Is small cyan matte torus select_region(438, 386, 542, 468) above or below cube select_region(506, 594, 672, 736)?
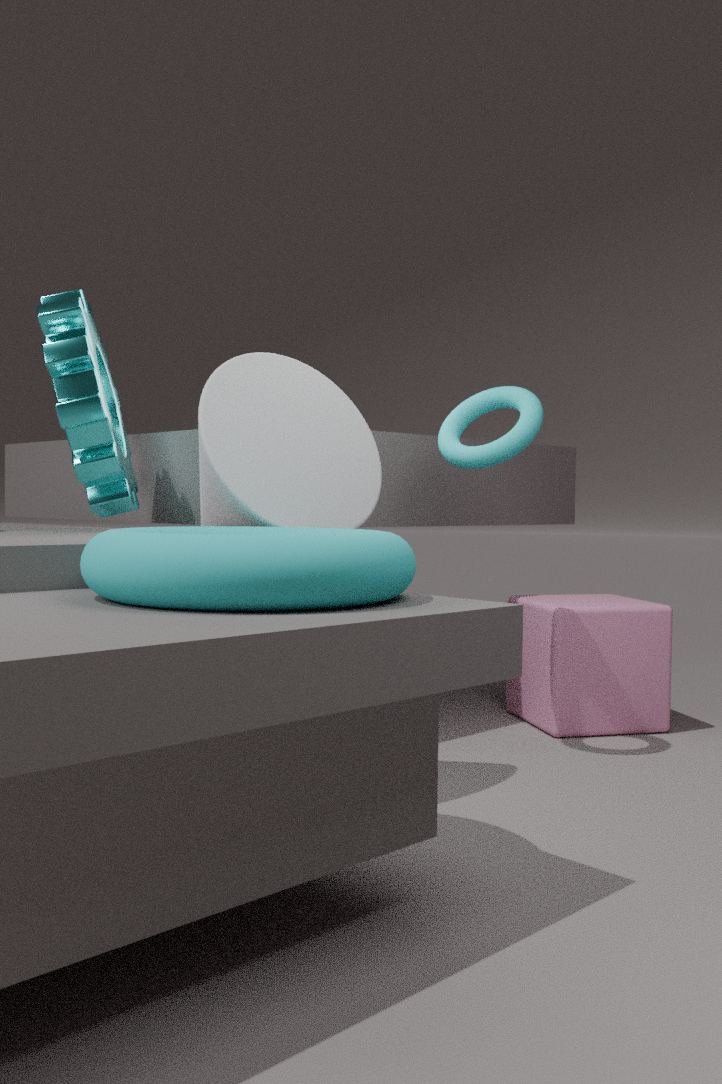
above
